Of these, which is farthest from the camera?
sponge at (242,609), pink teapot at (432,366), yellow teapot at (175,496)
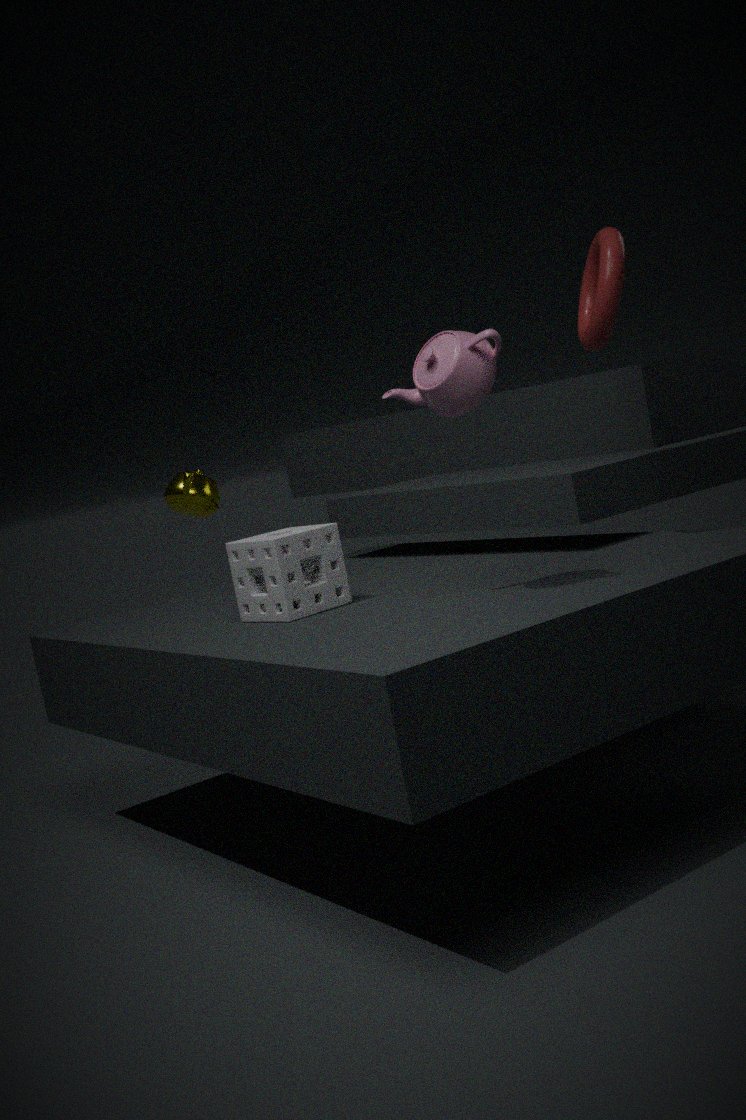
yellow teapot at (175,496)
